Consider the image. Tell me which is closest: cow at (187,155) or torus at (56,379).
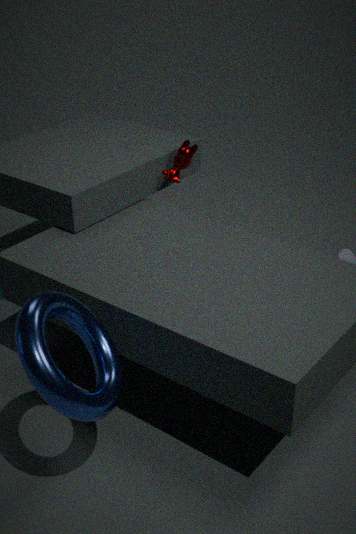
torus at (56,379)
